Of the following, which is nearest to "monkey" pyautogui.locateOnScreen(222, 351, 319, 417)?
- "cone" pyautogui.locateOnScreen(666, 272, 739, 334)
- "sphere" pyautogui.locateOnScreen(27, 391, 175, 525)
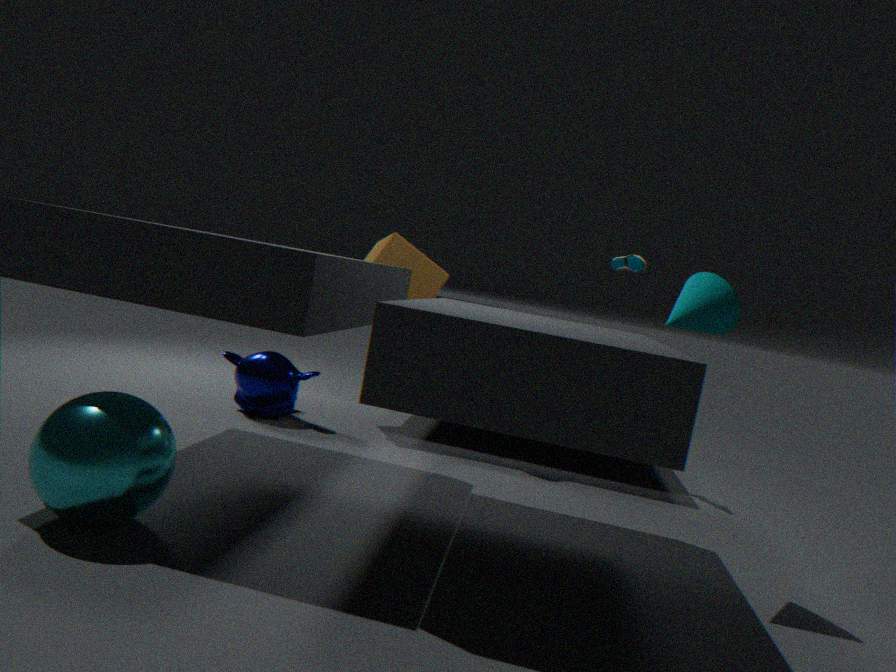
"sphere" pyautogui.locateOnScreen(27, 391, 175, 525)
